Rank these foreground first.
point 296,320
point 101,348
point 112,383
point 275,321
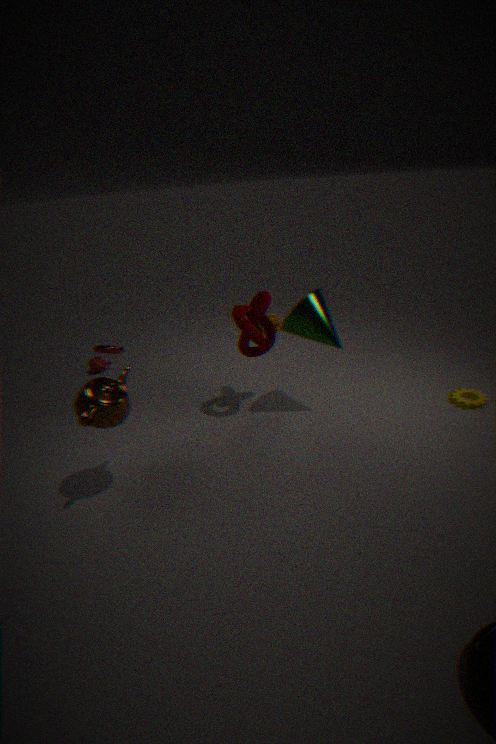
point 112,383 → point 296,320 → point 101,348 → point 275,321
